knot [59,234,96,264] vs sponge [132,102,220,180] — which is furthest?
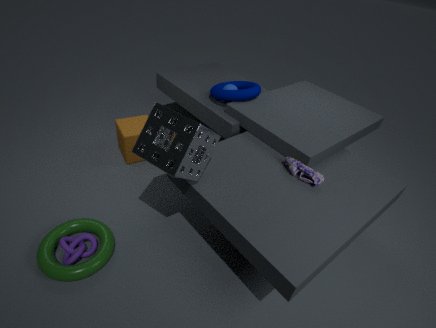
knot [59,234,96,264]
